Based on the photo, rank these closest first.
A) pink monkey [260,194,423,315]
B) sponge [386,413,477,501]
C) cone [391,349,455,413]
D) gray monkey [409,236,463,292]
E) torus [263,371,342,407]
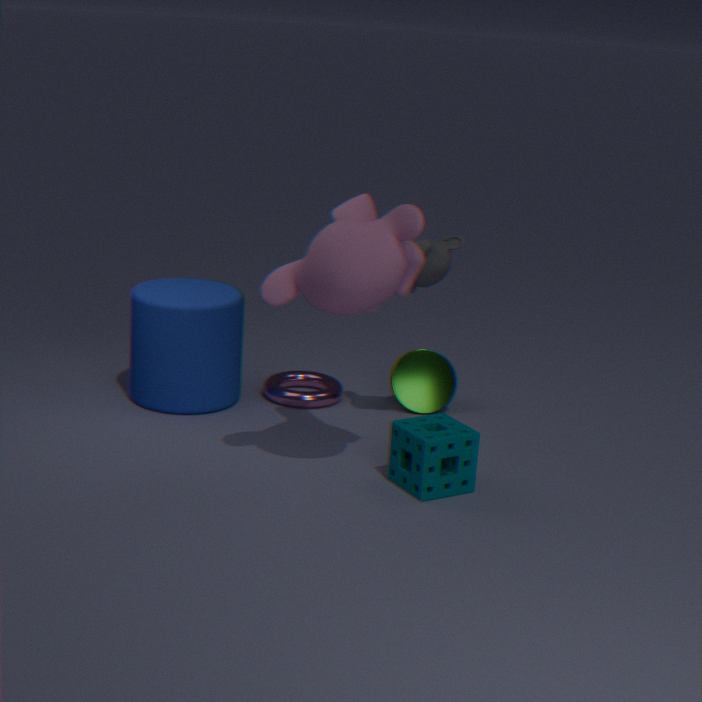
pink monkey [260,194,423,315] → sponge [386,413,477,501] → gray monkey [409,236,463,292] → torus [263,371,342,407] → cone [391,349,455,413]
